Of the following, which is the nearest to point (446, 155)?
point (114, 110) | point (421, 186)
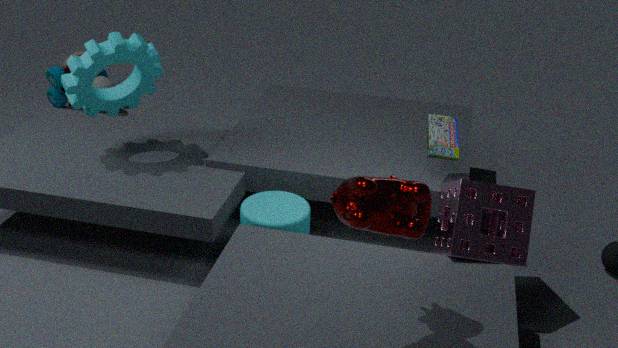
point (421, 186)
